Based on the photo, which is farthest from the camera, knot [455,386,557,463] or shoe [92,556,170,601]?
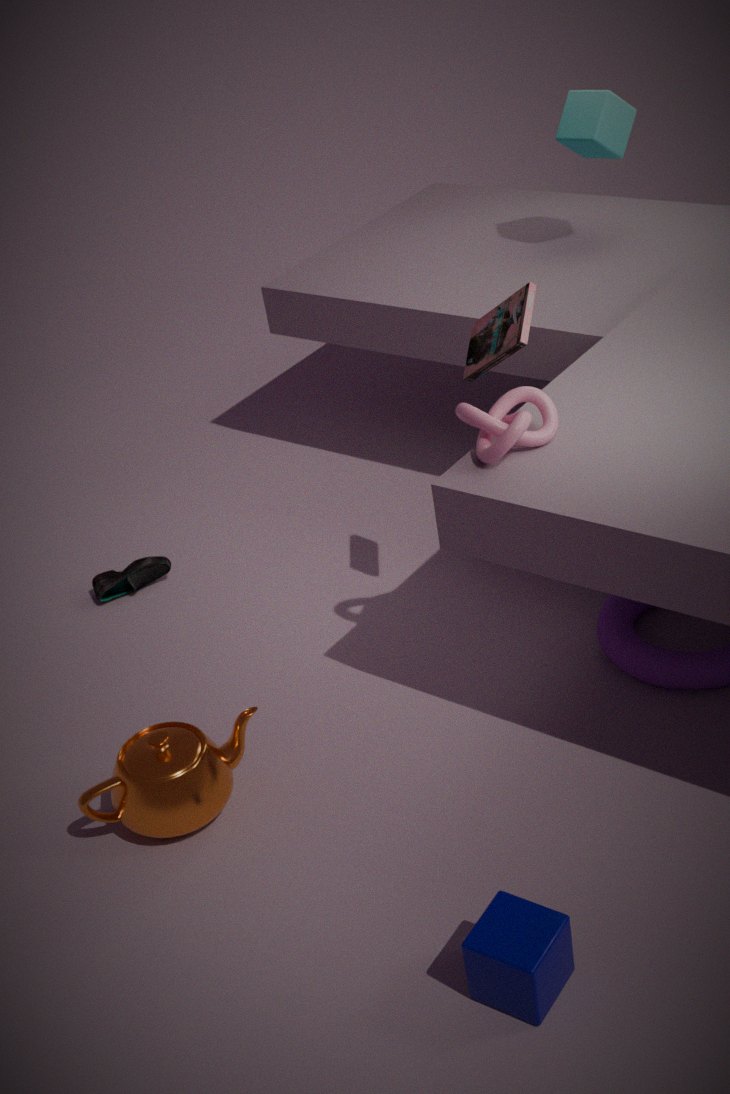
shoe [92,556,170,601]
